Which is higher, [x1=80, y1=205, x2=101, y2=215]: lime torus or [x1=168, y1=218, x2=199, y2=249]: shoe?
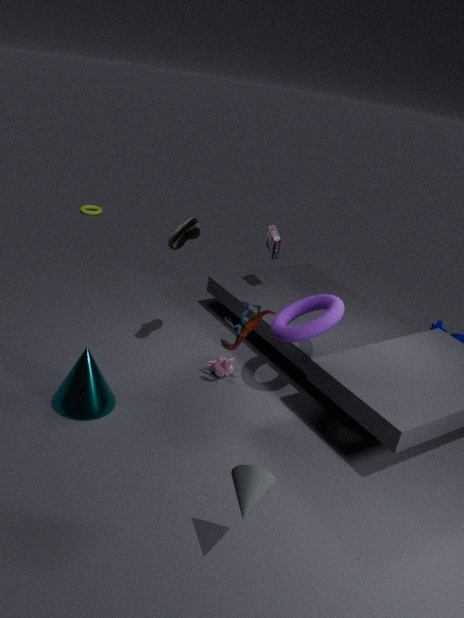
[x1=168, y1=218, x2=199, y2=249]: shoe
